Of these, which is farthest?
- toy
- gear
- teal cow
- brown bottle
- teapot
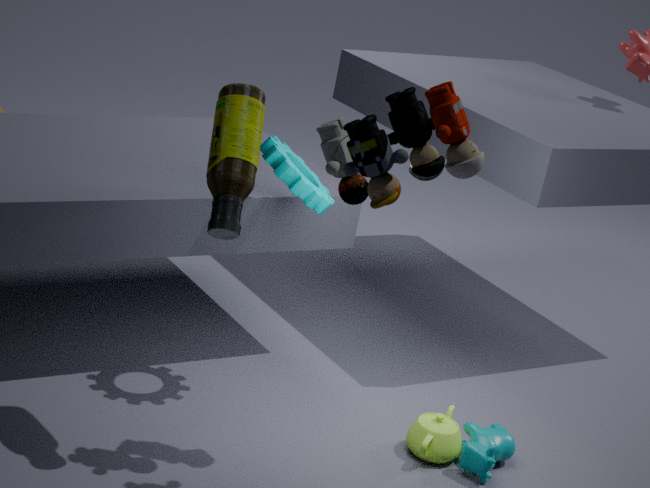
teapot
